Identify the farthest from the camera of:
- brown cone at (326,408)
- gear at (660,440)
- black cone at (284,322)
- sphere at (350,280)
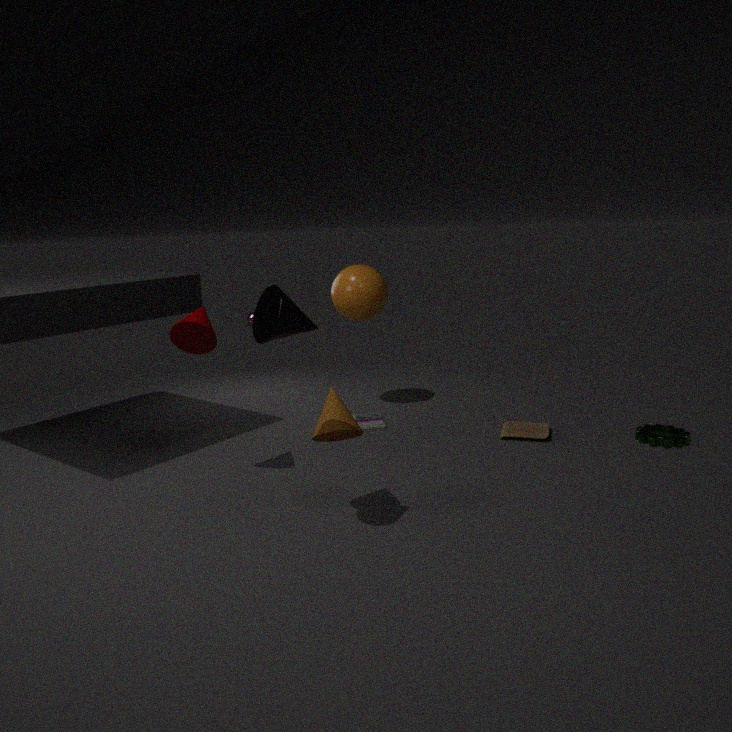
sphere at (350,280)
